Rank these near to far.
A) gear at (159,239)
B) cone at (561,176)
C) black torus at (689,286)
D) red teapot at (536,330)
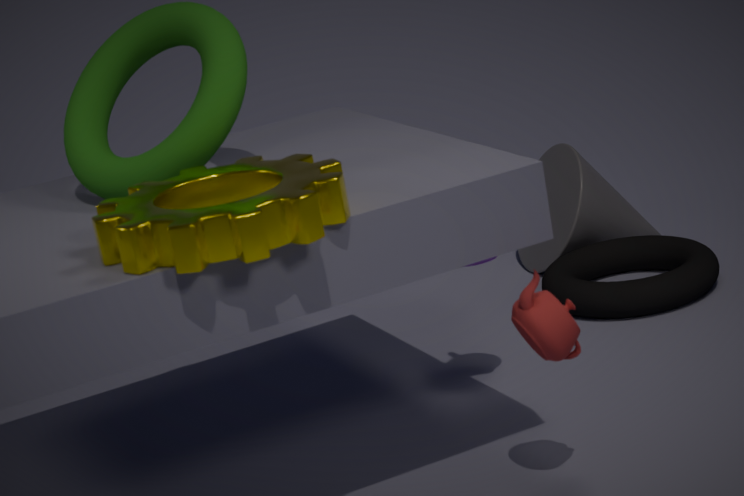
1. gear at (159,239)
2. red teapot at (536,330)
3. black torus at (689,286)
4. cone at (561,176)
